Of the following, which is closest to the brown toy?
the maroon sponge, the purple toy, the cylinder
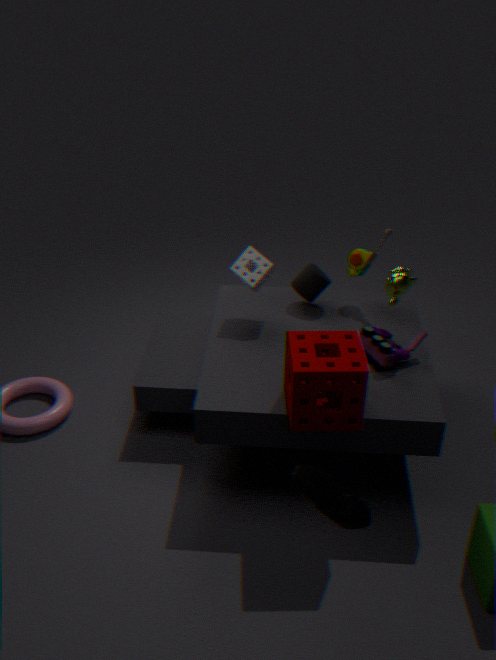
the cylinder
